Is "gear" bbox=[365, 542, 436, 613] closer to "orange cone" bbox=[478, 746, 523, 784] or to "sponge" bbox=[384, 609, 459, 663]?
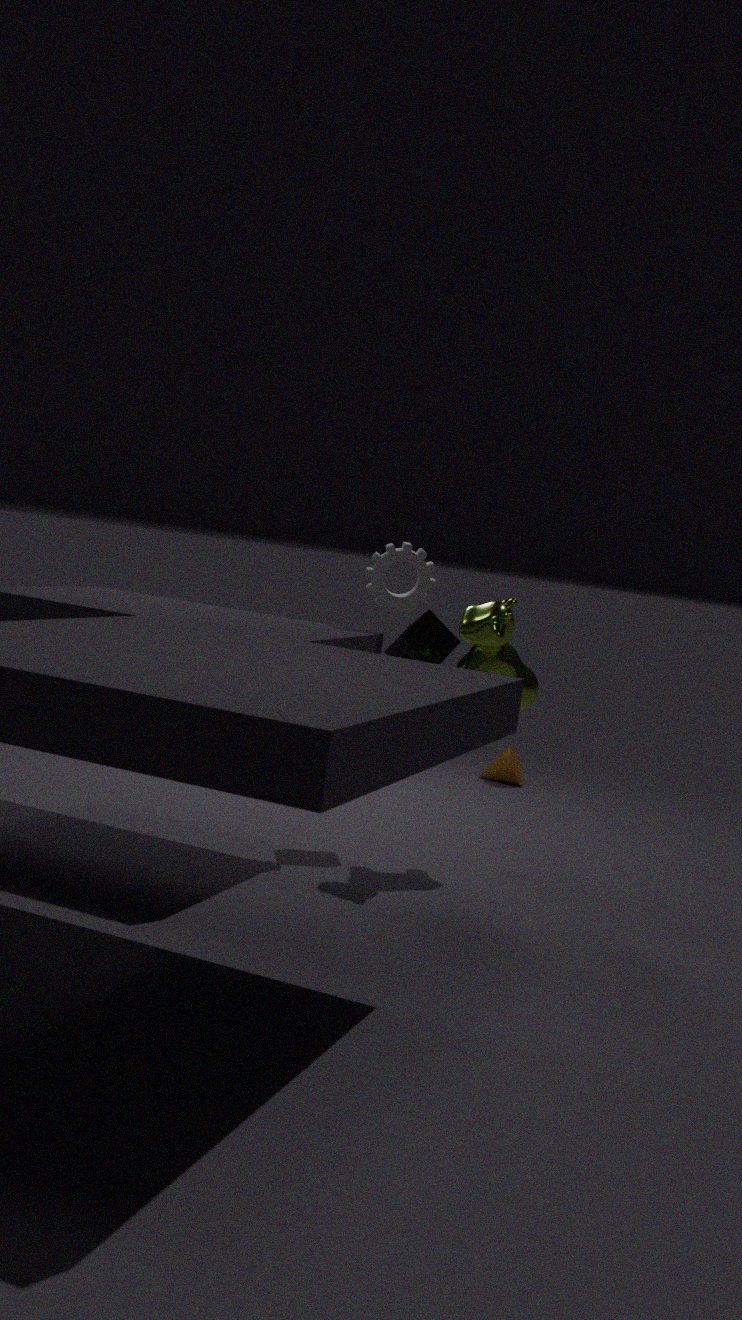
"sponge" bbox=[384, 609, 459, 663]
